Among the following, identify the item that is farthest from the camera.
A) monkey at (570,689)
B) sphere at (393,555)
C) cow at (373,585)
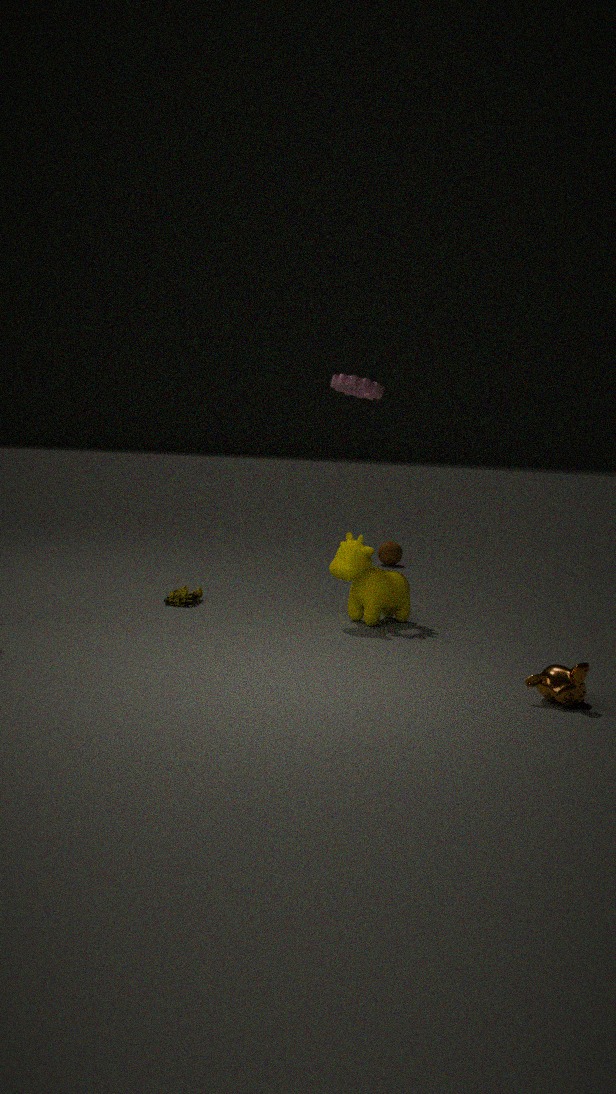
sphere at (393,555)
